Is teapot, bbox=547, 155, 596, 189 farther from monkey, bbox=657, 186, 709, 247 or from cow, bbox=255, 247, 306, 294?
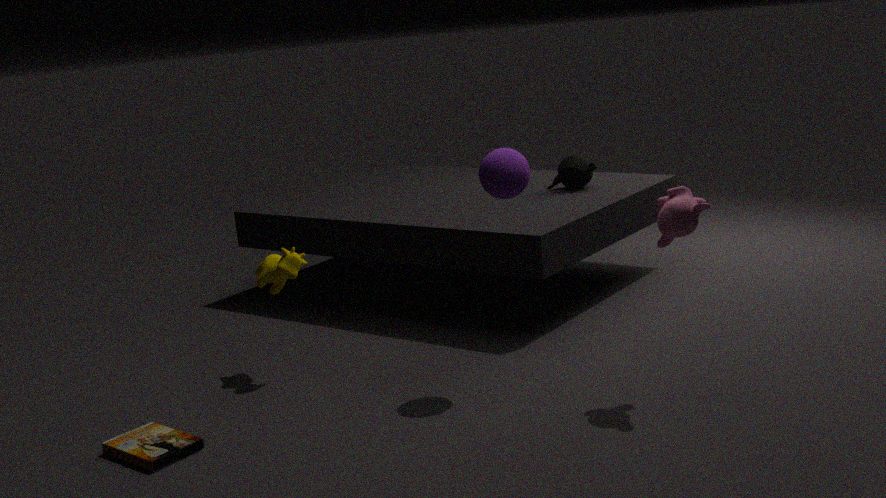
cow, bbox=255, 247, 306, 294
